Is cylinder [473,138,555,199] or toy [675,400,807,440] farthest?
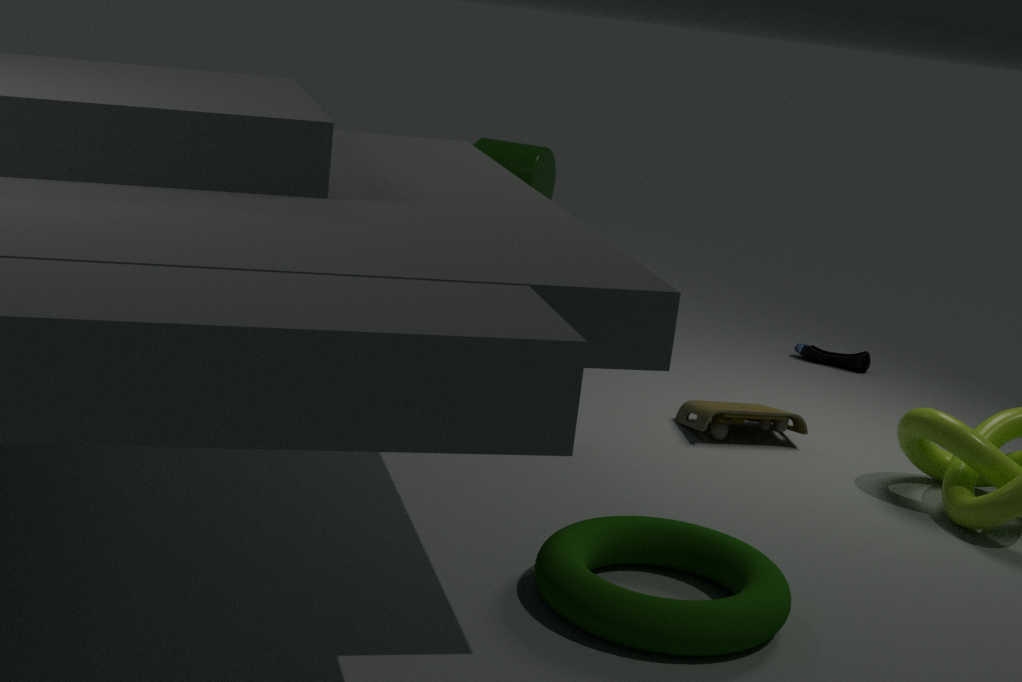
cylinder [473,138,555,199]
